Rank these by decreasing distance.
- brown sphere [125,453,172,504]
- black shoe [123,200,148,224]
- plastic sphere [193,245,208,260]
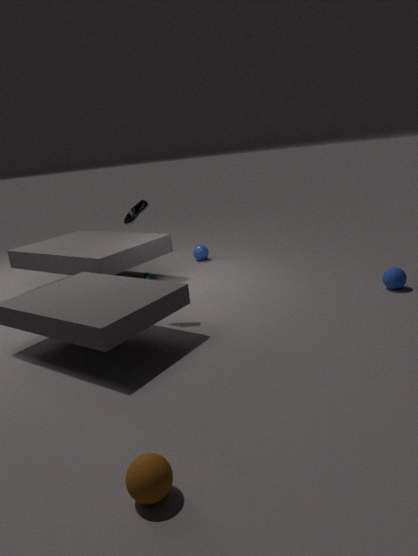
plastic sphere [193,245,208,260] → black shoe [123,200,148,224] → brown sphere [125,453,172,504]
